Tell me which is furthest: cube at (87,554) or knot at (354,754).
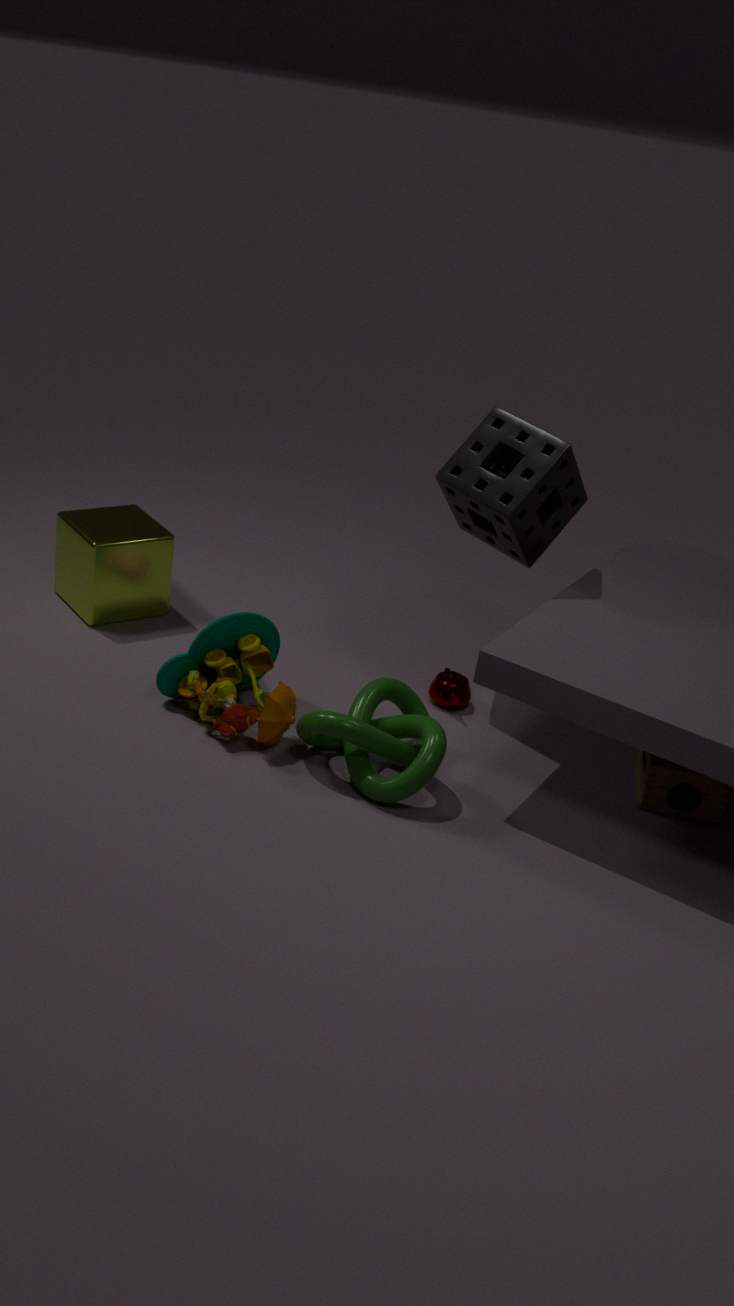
cube at (87,554)
